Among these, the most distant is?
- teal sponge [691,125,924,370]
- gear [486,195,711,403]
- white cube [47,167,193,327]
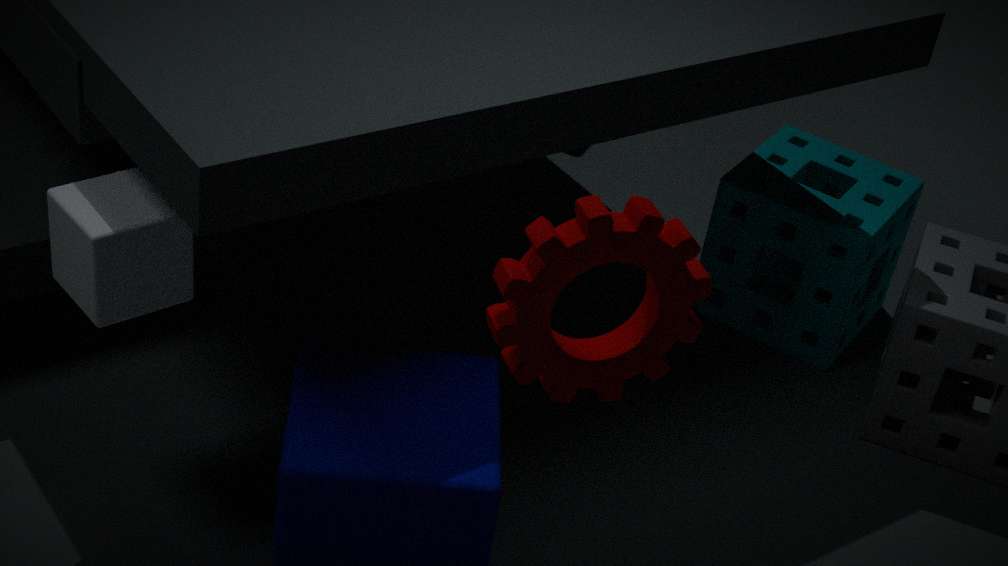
teal sponge [691,125,924,370]
